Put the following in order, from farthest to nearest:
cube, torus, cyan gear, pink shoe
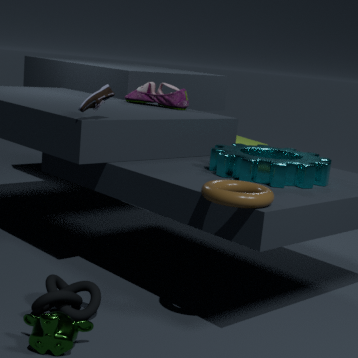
cube → pink shoe → cyan gear → torus
